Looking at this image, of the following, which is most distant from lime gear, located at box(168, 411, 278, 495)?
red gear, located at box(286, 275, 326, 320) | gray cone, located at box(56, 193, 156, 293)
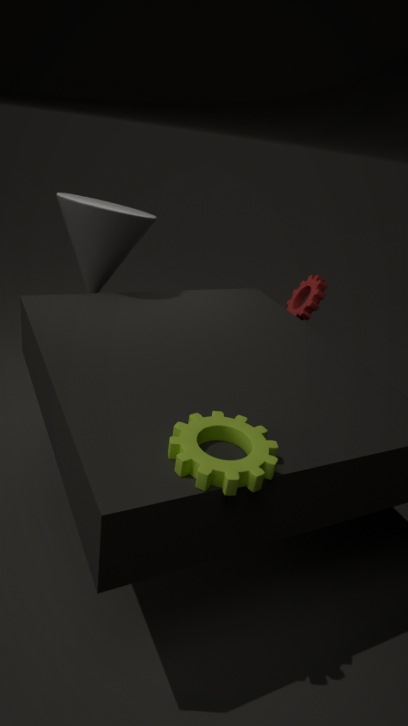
red gear, located at box(286, 275, 326, 320)
